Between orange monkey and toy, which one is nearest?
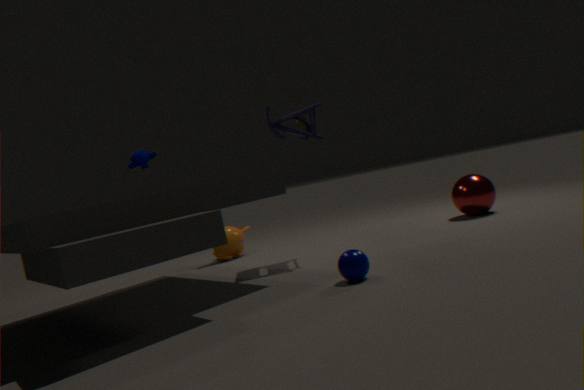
toy
